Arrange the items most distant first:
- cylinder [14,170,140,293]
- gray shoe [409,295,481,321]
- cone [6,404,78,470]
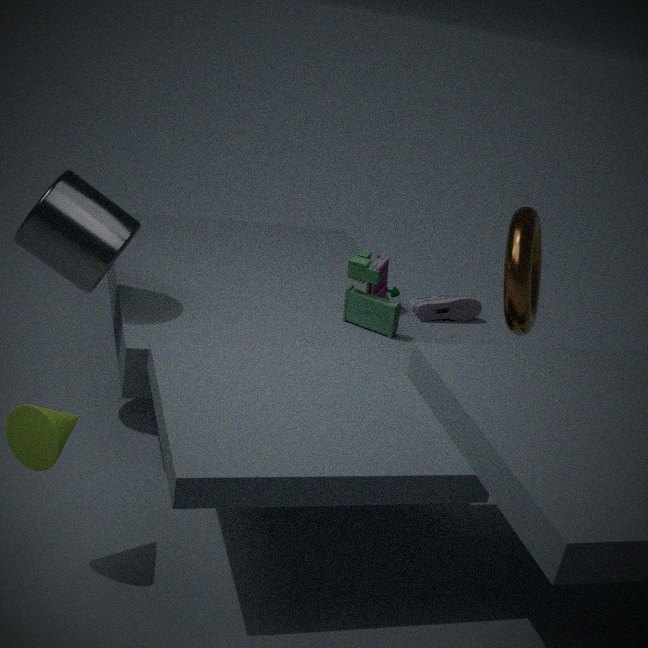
gray shoe [409,295,481,321]
cylinder [14,170,140,293]
cone [6,404,78,470]
